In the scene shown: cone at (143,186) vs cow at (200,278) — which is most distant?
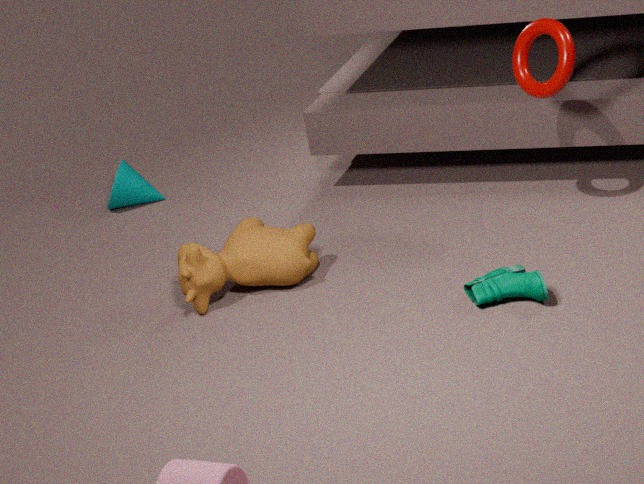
cone at (143,186)
